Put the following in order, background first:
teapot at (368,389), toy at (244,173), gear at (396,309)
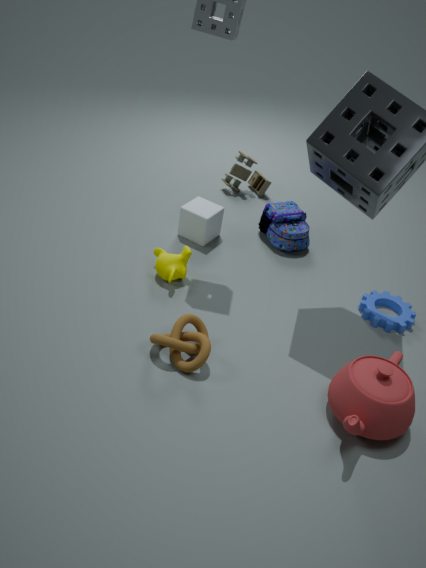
toy at (244,173) < gear at (396,309) < teapot at (368,389)
